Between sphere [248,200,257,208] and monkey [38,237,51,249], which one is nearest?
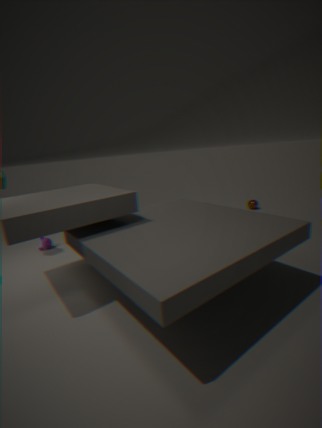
monkey [38,237,51,249]
